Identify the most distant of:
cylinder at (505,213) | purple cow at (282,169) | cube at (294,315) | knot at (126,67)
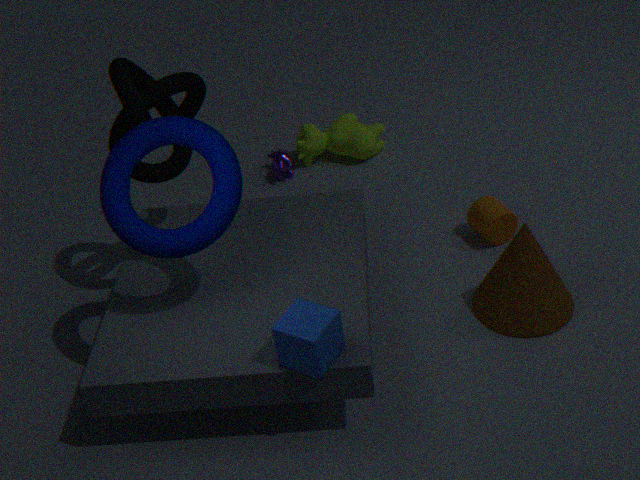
purple cow at (282,169)
